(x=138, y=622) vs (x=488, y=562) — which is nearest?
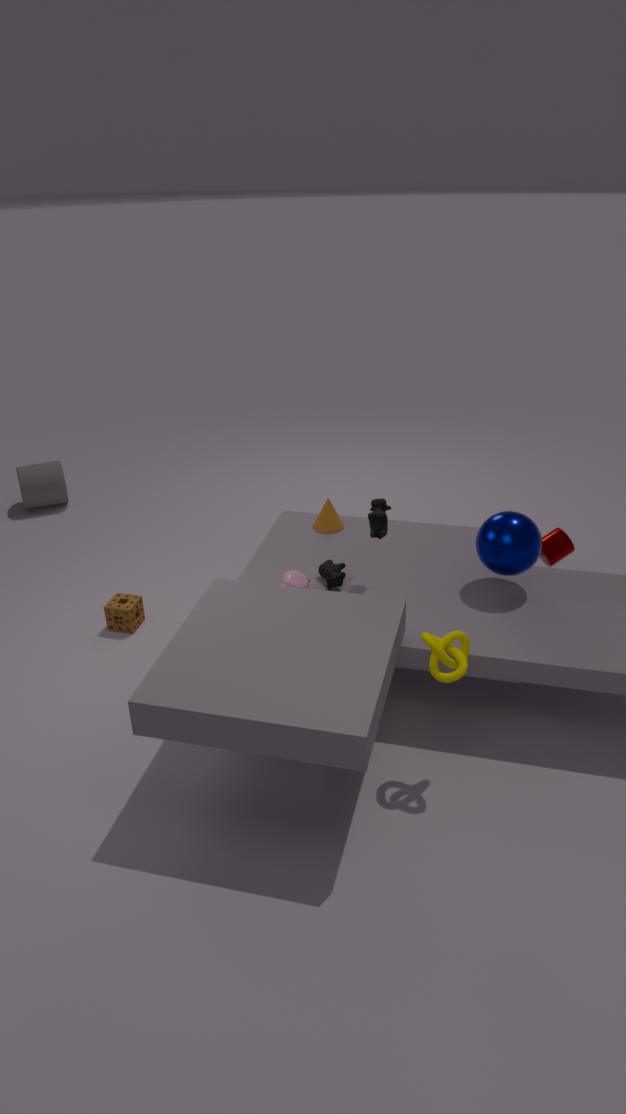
(x=488, y=562)
